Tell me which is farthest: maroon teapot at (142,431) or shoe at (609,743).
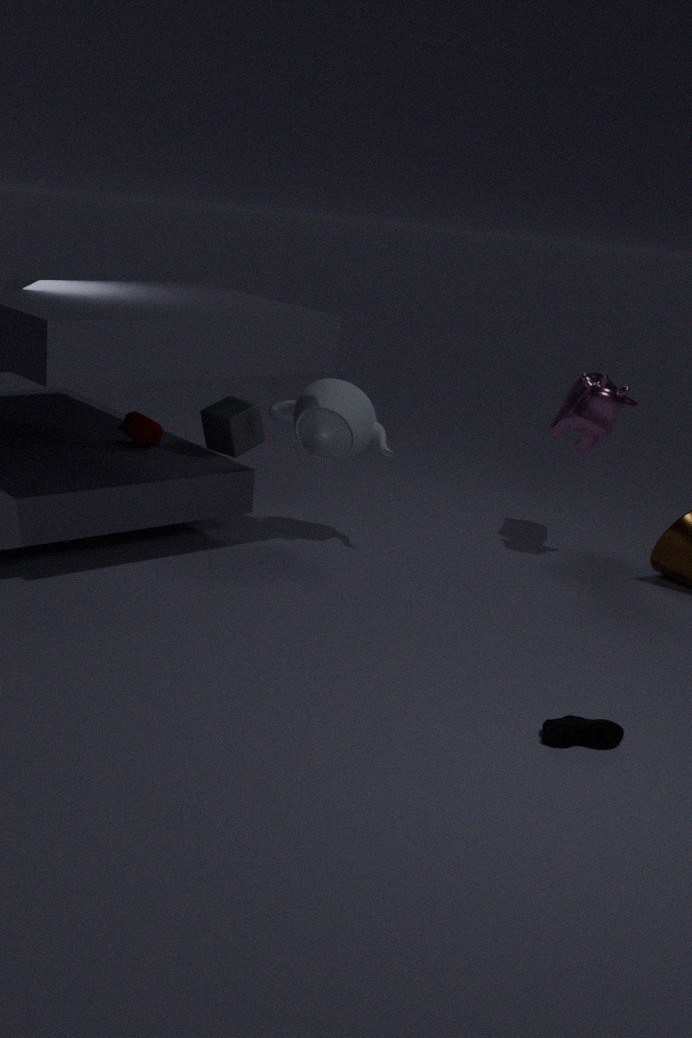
maroon teapot at (142,431)
